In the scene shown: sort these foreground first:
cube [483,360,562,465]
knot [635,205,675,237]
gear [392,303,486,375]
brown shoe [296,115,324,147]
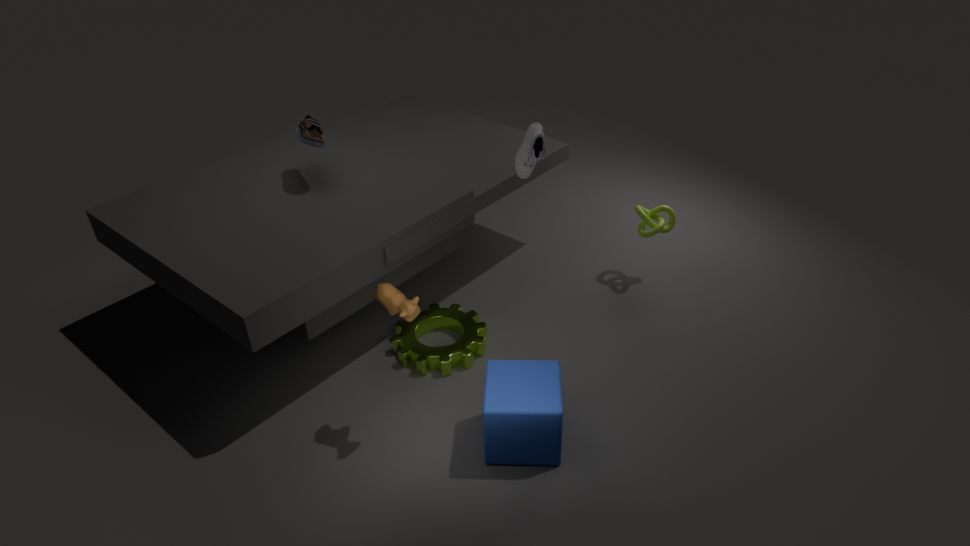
cube [483,360,562,465], gear [392,303,486,375], brown shoe [296,115,324,147], knot [635,205,675,237]
